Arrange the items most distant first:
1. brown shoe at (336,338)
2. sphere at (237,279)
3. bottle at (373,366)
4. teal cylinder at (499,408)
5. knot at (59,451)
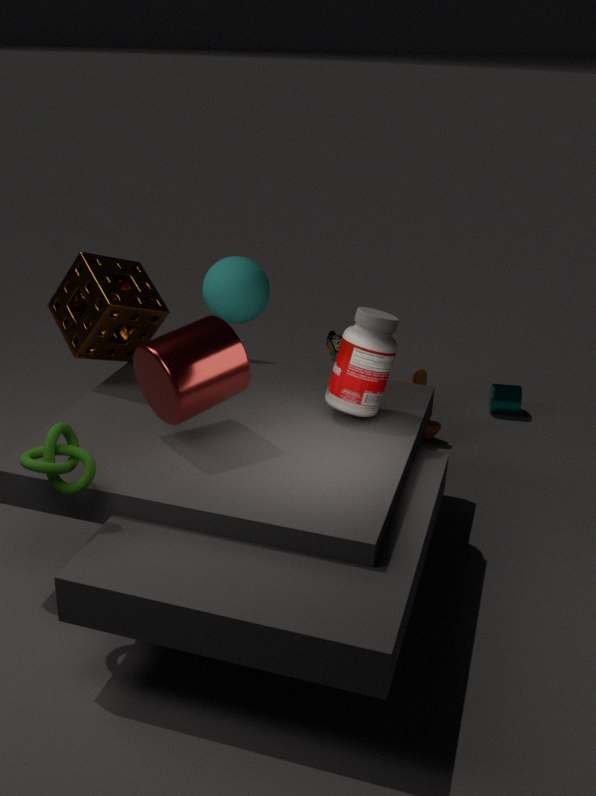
brown shoe at (336,338), teal cylinder at (499,408), sphere at (237,279), bottle at (373,366), knot at (59,451)
